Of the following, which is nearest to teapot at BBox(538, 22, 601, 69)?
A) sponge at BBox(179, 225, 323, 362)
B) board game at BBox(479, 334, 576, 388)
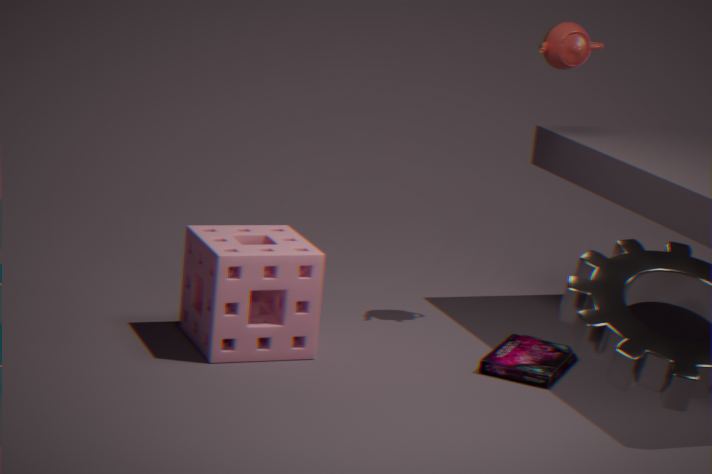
board game at BBox(479, 334, 576, 388)
